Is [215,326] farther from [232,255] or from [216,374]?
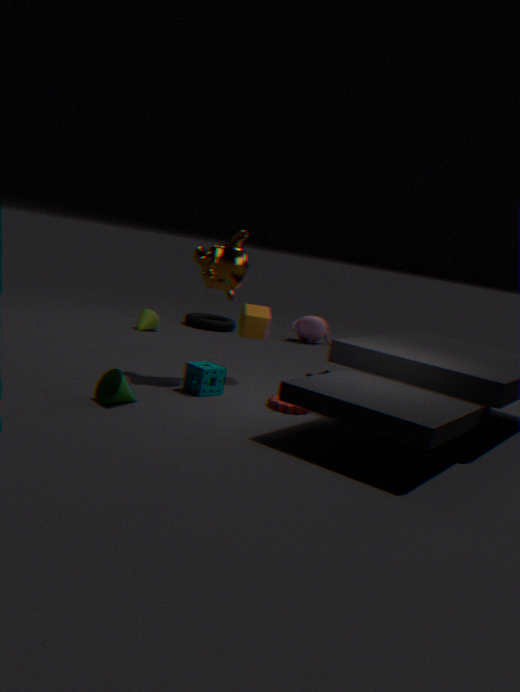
[216,374]
